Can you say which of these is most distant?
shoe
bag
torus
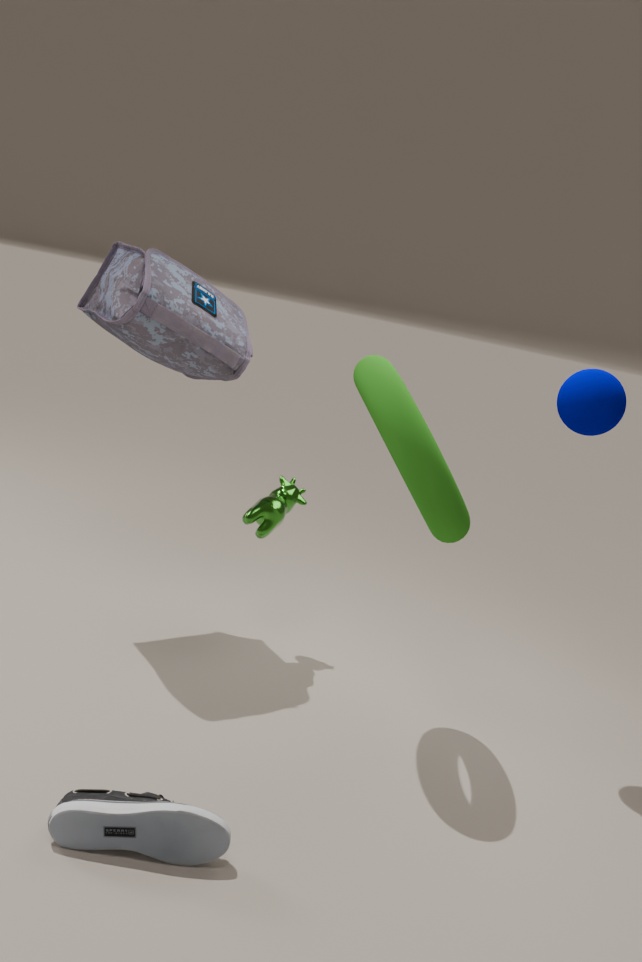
bag
